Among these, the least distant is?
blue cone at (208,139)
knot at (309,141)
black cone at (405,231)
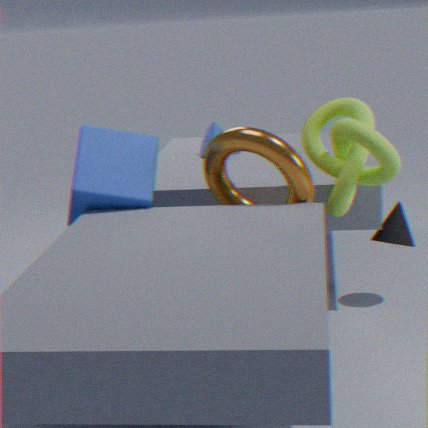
knot at (309,141)
